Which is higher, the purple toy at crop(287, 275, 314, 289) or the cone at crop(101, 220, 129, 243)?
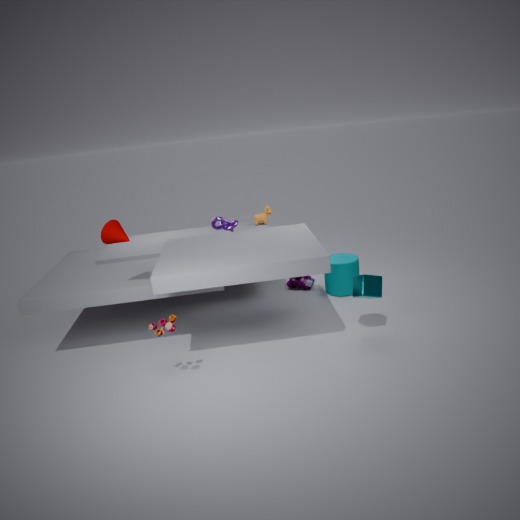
the cone at crop(101, 220, 129, 243)
